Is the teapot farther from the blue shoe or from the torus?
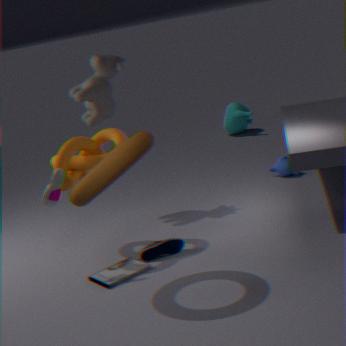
the torus
